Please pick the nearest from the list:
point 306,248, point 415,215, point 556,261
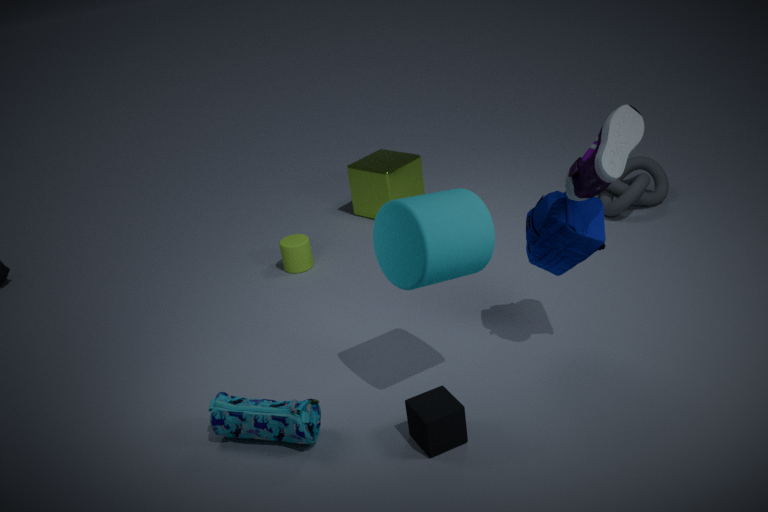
point 415,215
